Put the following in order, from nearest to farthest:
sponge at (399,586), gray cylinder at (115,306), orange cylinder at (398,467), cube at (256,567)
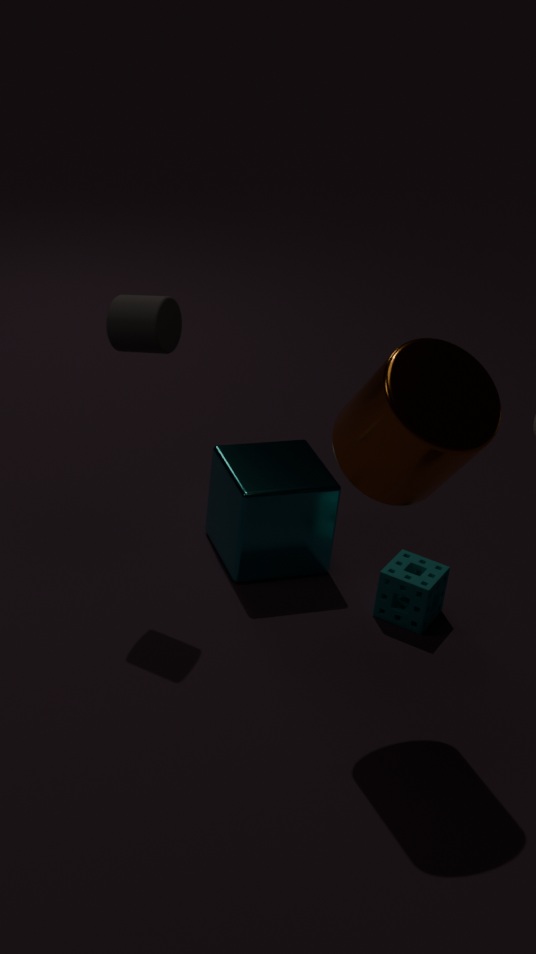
orange cylinder at (398,467) → gray cylinder at (115,306) → sponge at (399,586) → cube at (256,567)
